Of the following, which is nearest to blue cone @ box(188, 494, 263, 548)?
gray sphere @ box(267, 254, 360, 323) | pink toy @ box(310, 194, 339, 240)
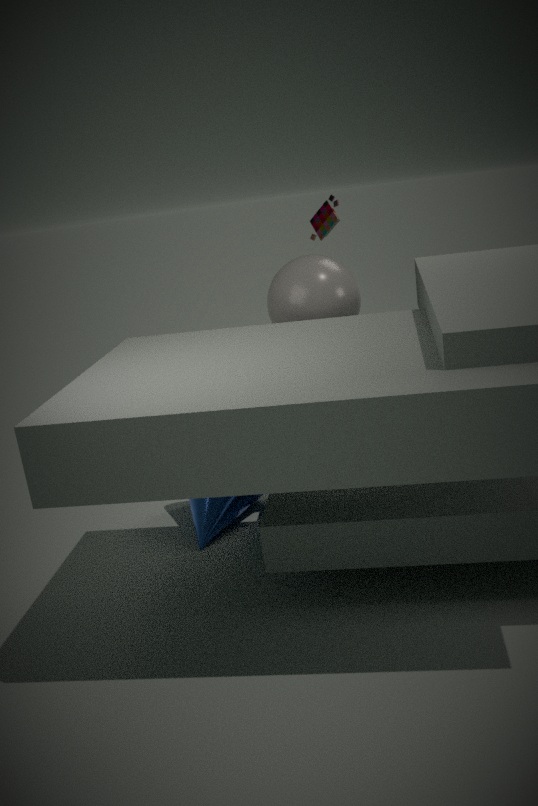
gray sphere @ box(267, 254, 360, 323)
